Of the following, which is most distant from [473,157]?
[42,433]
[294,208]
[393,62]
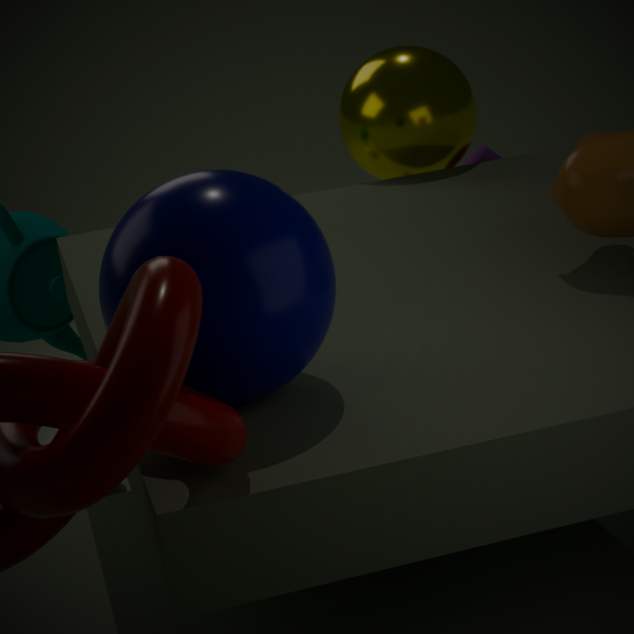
[294,208]
